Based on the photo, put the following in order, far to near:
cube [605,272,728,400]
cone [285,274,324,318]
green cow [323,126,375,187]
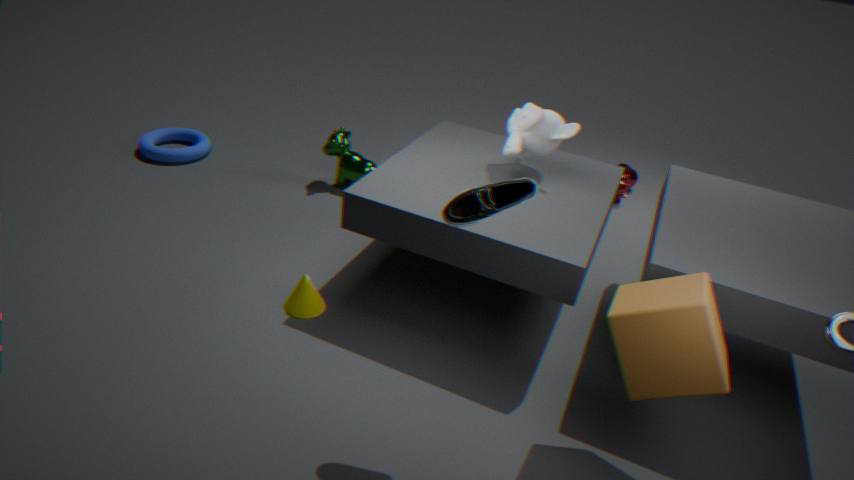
green cow [323,126,375,187]
cone [285,274,324,318]
cube [605,272,728,400]
